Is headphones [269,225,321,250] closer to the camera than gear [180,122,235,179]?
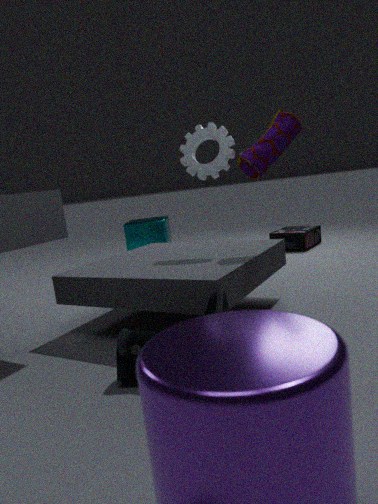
No
